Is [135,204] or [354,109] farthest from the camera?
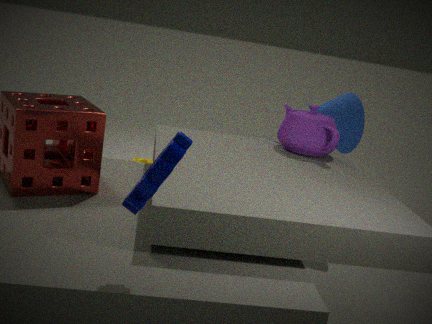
[354,109]
